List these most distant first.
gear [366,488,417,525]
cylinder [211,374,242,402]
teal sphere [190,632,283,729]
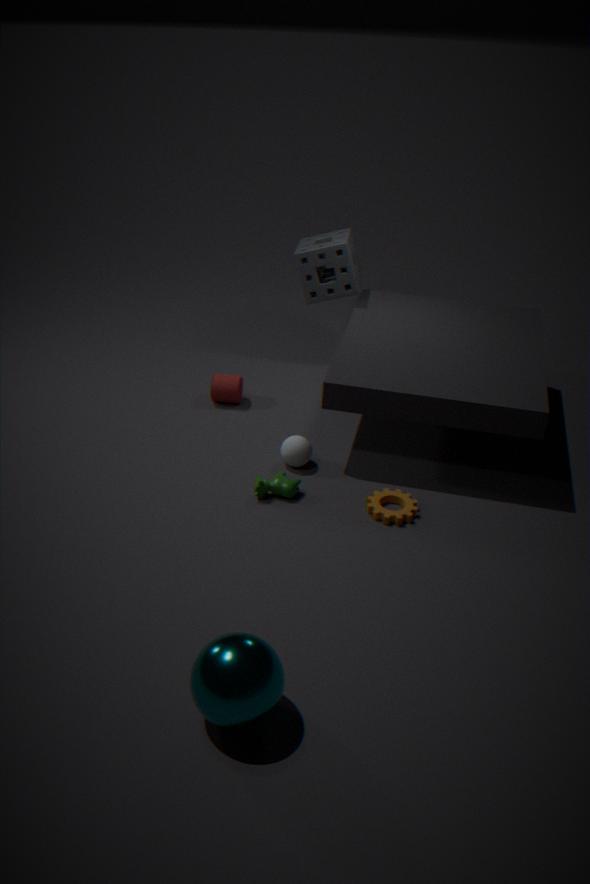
1. cylinder [211,374,242,402]
2. gear [366,488,417,525]
3. teal sphere [190,632,283,729]
